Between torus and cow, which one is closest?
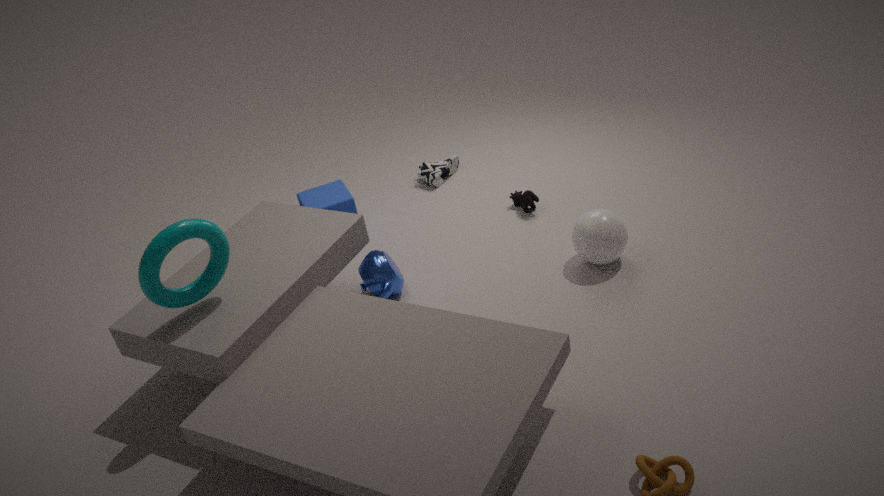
torus
